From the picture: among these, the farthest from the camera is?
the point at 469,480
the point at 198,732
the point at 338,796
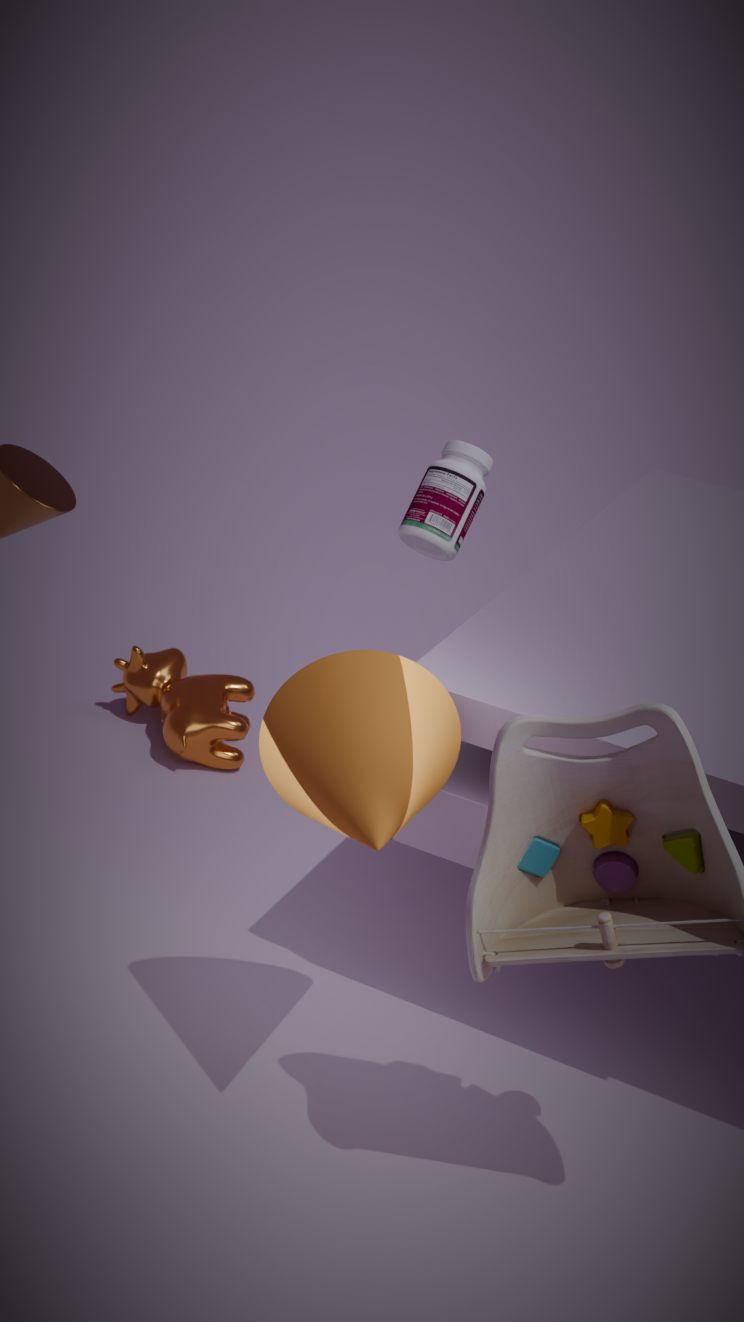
the point at 198,732
